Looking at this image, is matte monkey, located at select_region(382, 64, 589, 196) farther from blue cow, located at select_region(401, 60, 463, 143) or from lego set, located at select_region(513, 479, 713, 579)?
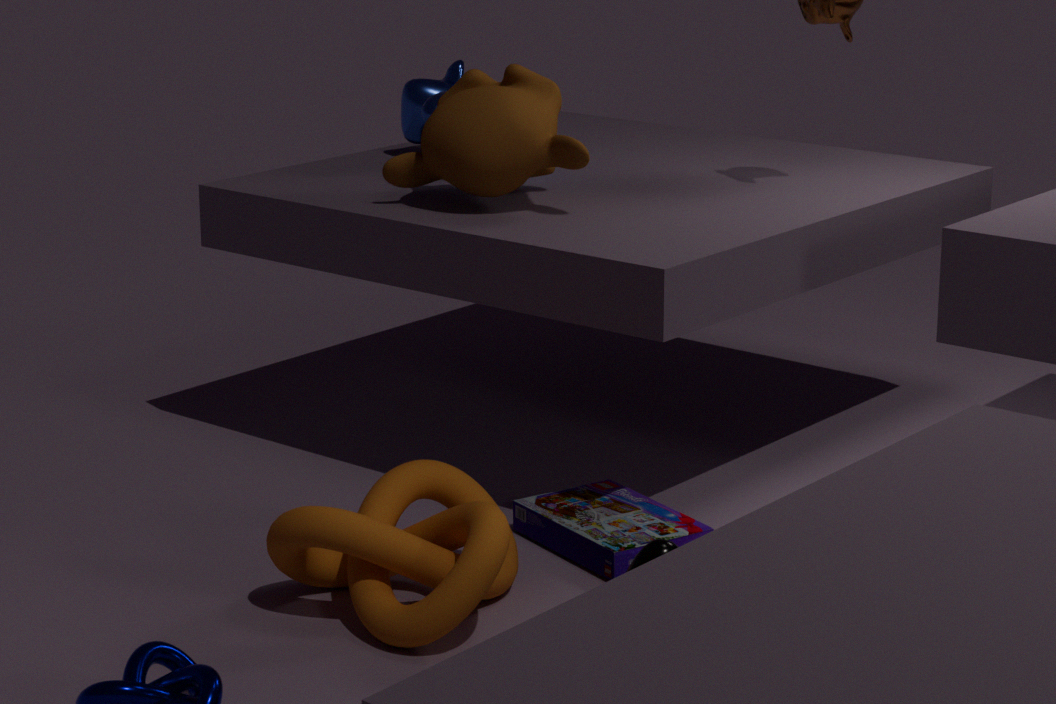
lego set, located at select_region(513, 479, 713, 579)
